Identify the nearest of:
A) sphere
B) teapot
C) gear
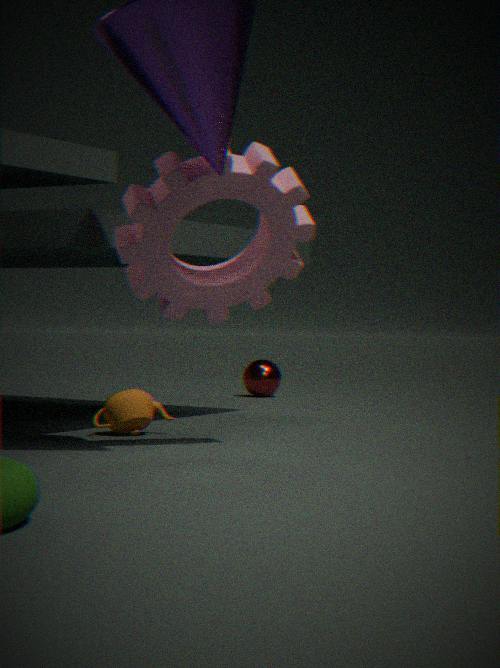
gear
